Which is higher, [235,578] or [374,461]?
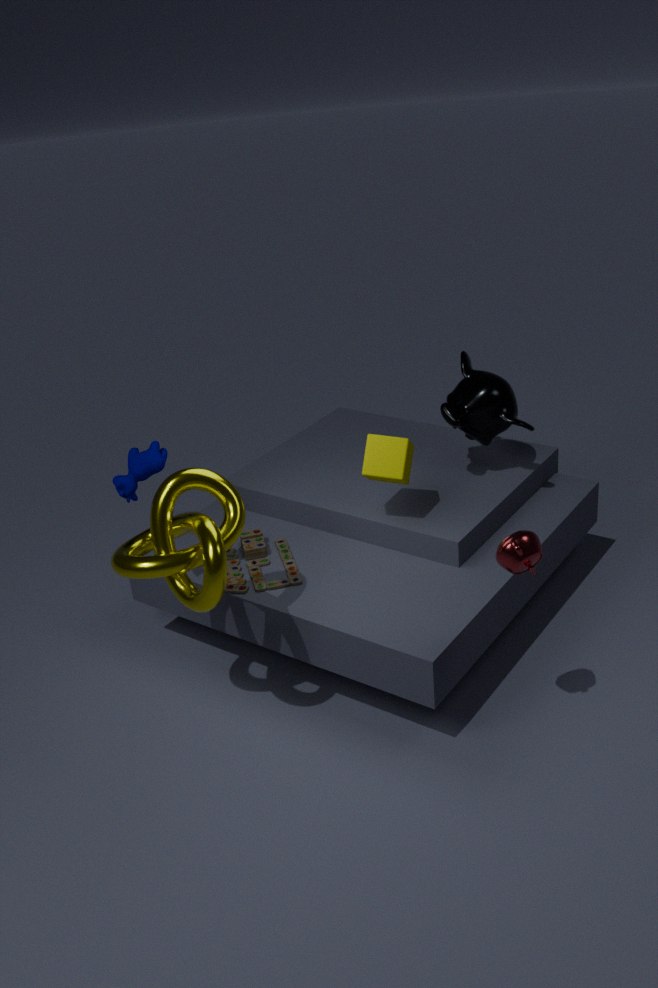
[374,461]
